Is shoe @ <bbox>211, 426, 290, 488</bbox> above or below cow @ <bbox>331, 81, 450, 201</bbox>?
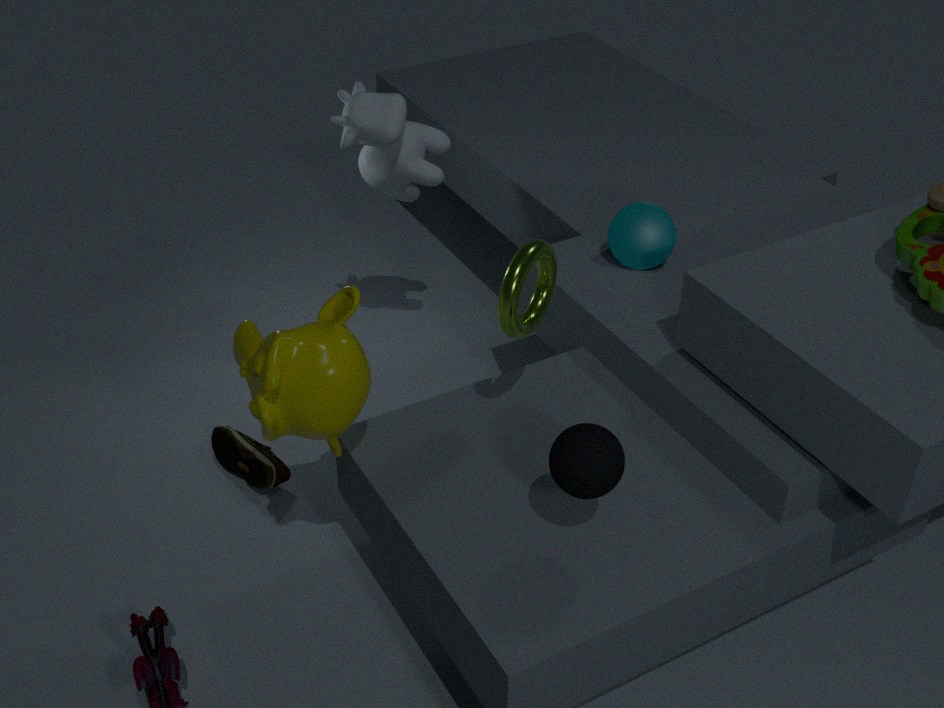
below
